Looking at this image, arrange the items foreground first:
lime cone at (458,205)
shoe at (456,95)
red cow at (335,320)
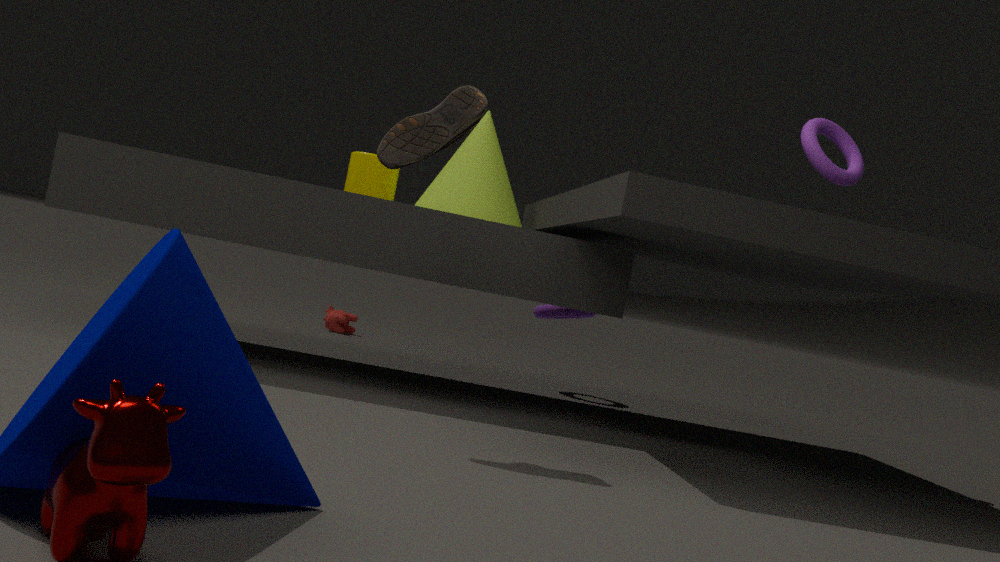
shoe at (456,95)
lime cone at (458,205)
red cow at (335,320)
